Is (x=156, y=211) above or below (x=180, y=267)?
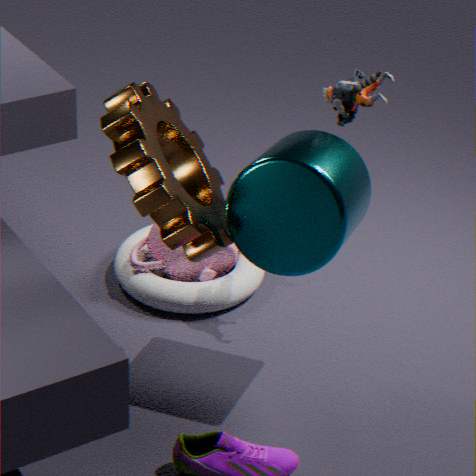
above
